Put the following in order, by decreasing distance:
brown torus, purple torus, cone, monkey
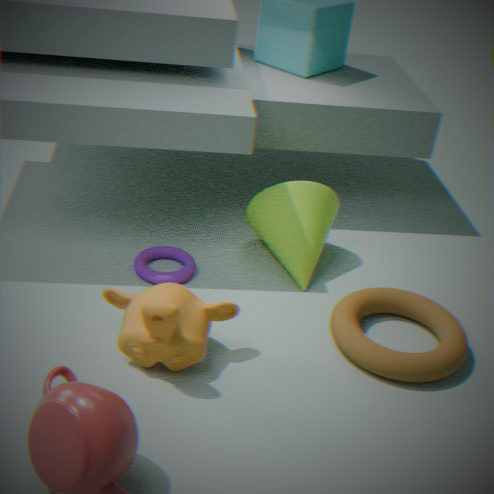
cone < purple torus < brown torus < monkey
